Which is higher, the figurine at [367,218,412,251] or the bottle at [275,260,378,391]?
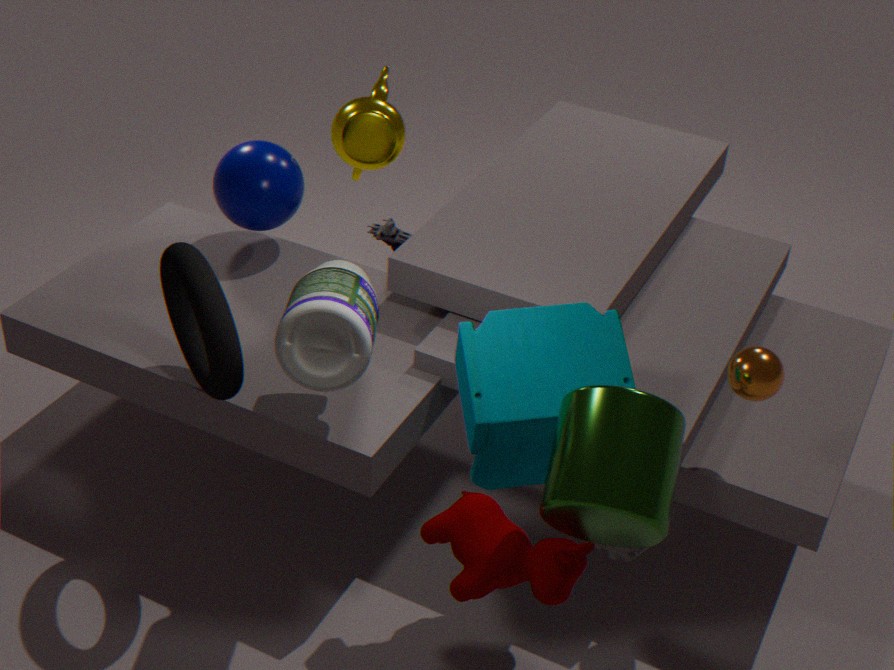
the bottle at [275,260,378,391]
